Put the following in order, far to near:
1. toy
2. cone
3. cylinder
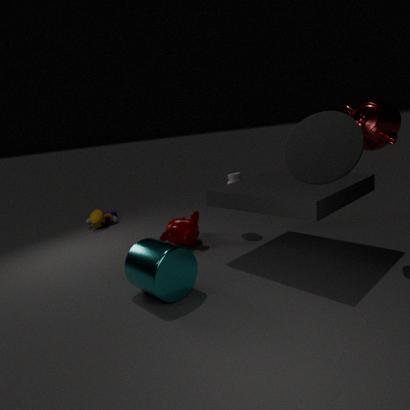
toy
cylinder
cone
